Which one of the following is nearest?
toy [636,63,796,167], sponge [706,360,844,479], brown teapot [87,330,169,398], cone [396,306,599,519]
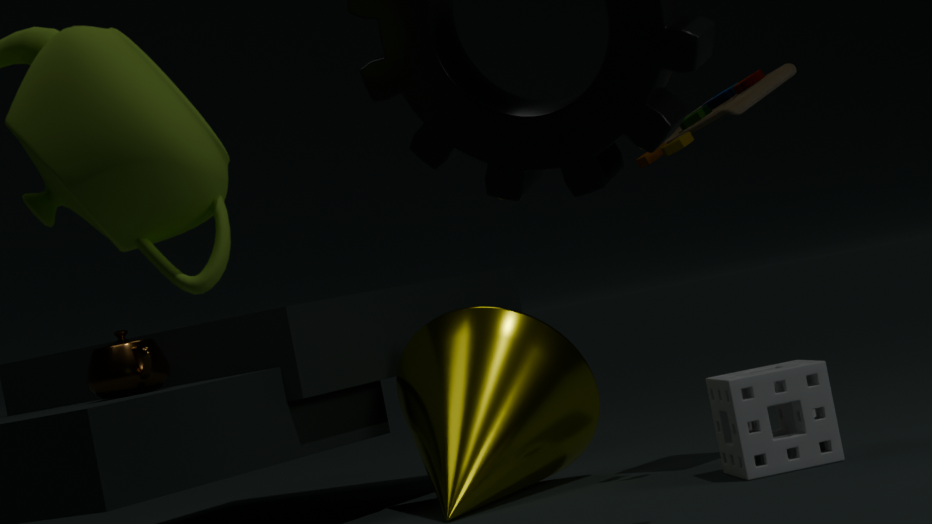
sponge [706,360,844,479]
